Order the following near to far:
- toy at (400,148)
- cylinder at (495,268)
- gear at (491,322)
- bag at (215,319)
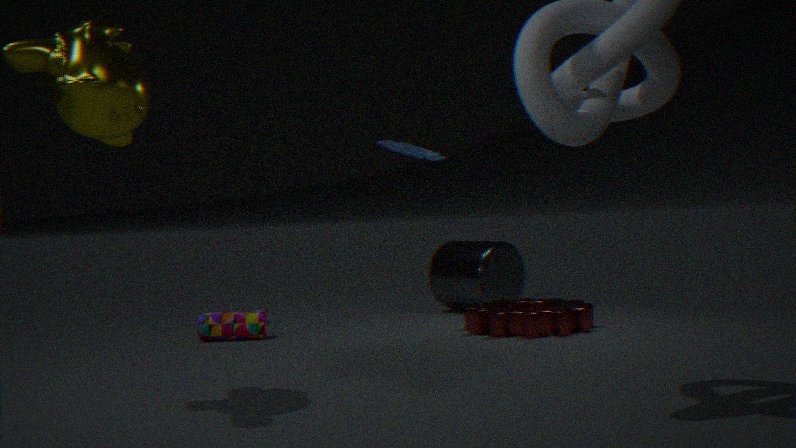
gear at (491,322), toy at (400,148), bag at (215,319), cylinder at (495,268)
